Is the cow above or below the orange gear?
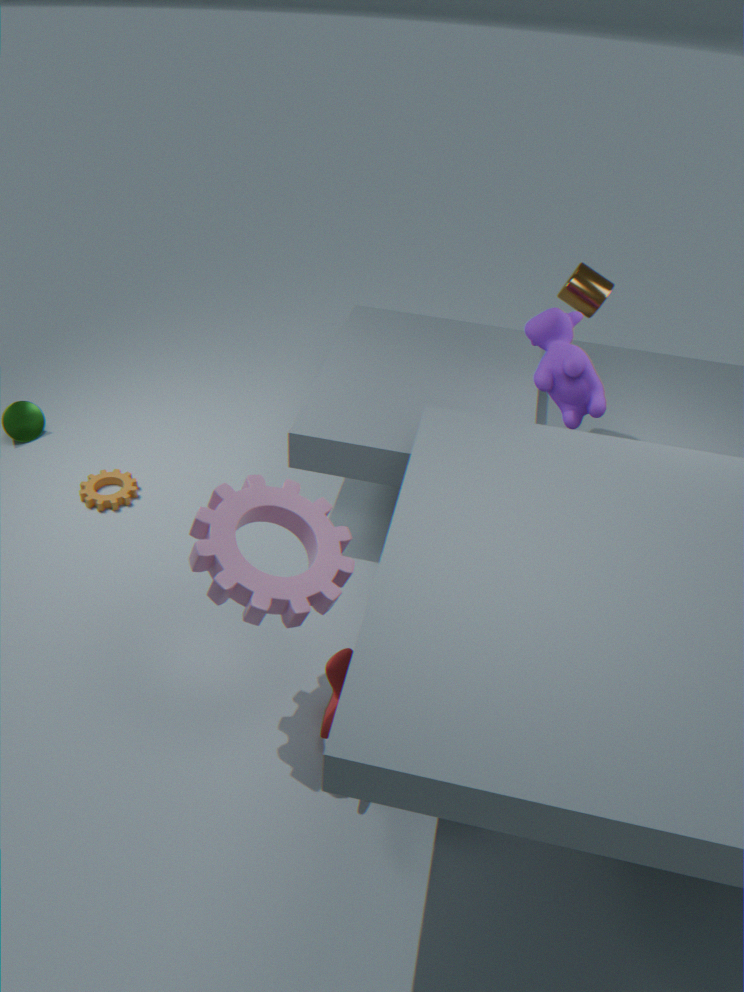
above
